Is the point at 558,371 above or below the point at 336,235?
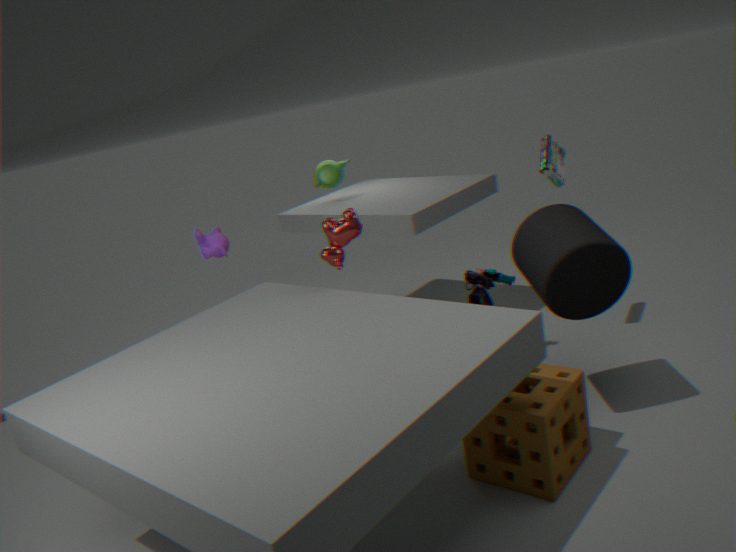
below
